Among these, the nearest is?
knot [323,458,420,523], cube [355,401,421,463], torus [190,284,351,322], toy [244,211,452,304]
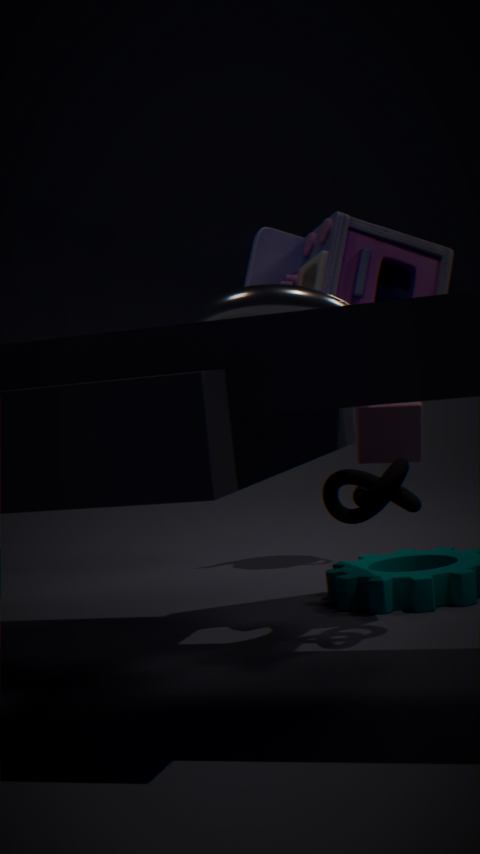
torus [190,284,351,322]
